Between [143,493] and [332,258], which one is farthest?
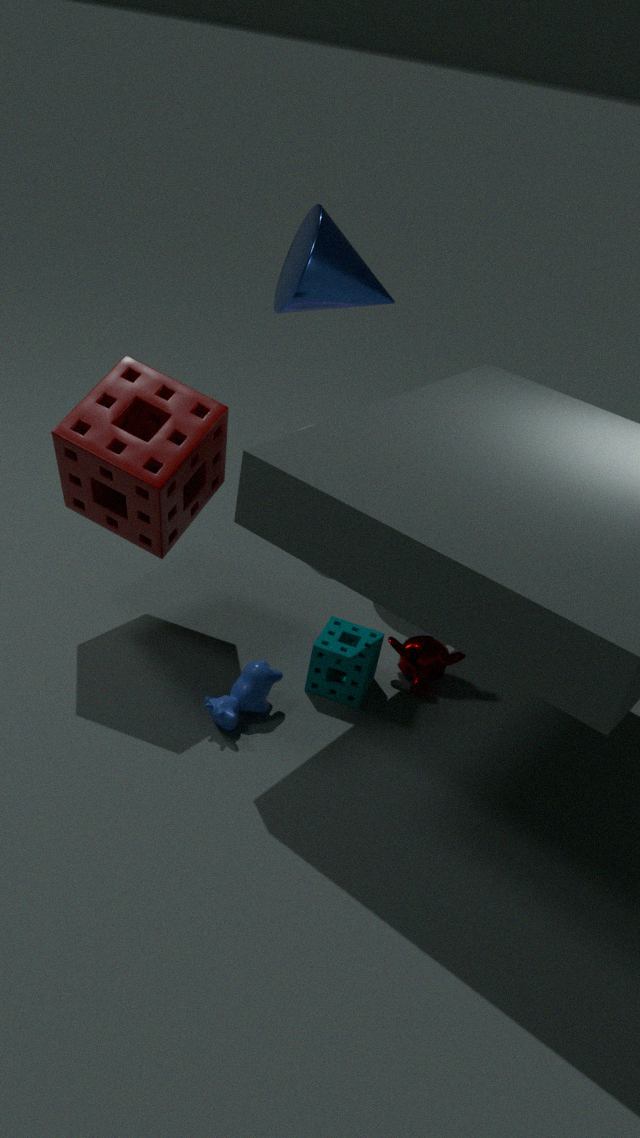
[332,258]
